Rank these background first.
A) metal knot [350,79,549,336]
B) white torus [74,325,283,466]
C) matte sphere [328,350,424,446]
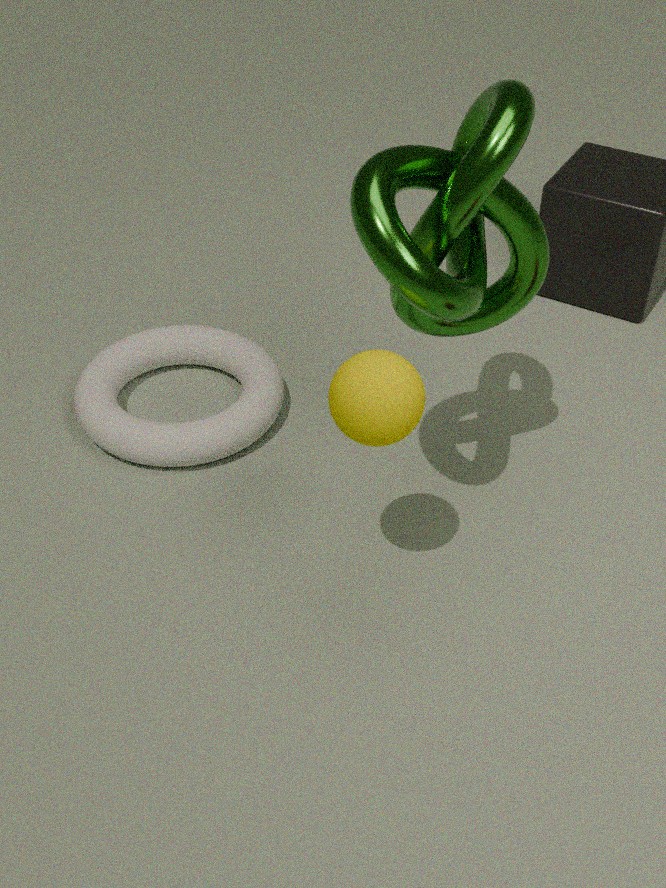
white torus [74,325,283,466] < metal knot [350,79,549,336] < matte sphere [328,350,424,446]
